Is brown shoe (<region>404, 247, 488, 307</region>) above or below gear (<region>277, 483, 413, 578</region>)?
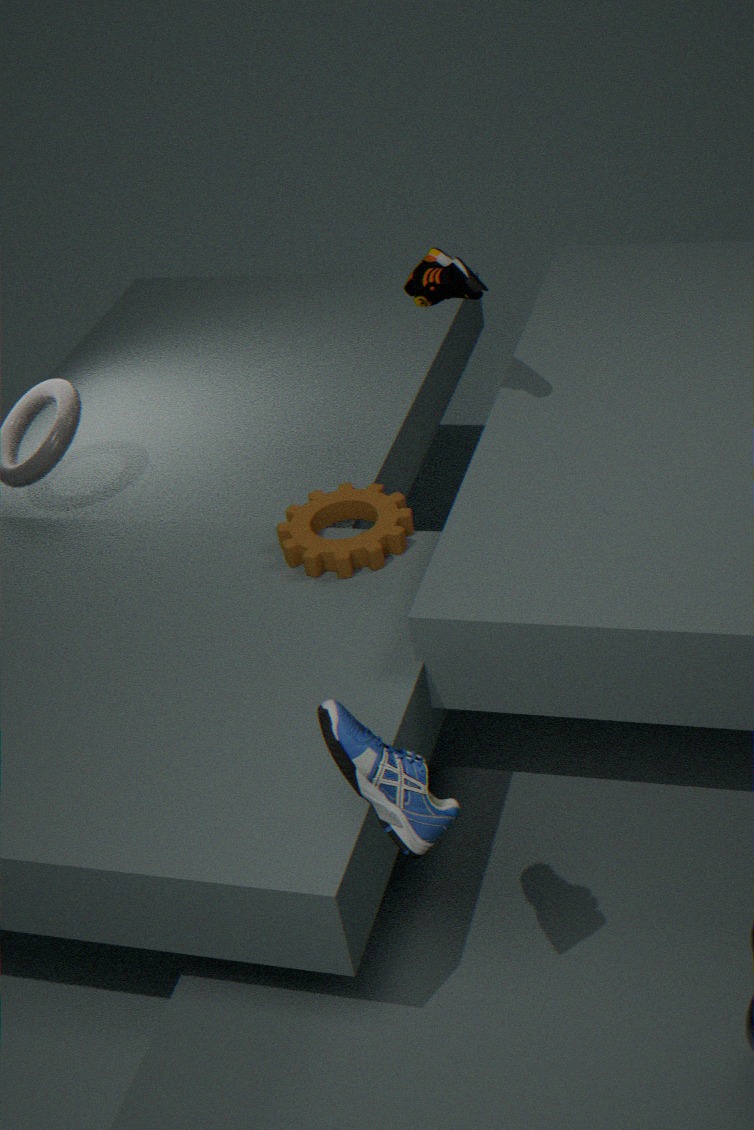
above
